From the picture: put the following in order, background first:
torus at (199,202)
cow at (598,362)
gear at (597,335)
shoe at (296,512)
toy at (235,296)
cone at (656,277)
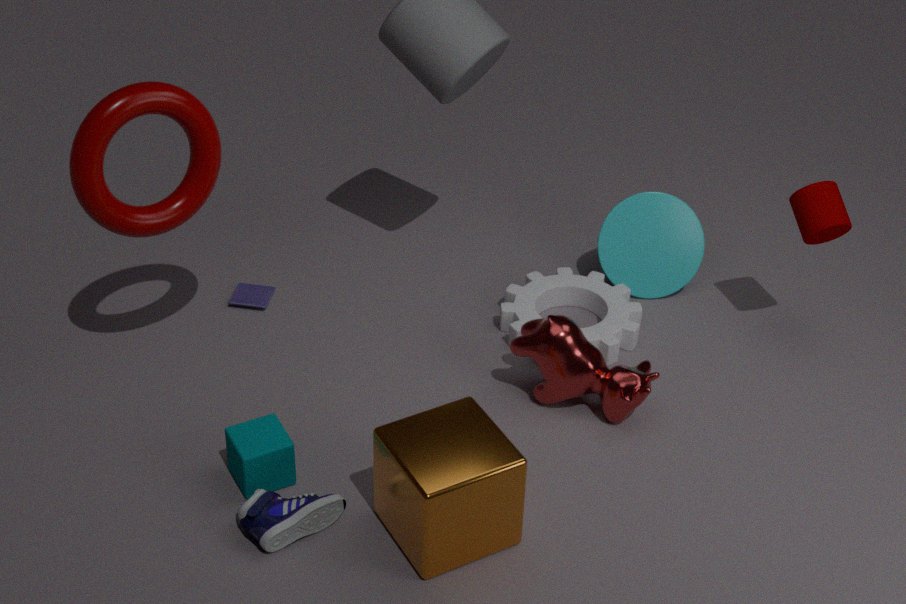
cone at (656,277) → toy at (235,296) → gear at (597,335) → cow at (598,362) → torus at (199,202) → shoe at (296,512)
